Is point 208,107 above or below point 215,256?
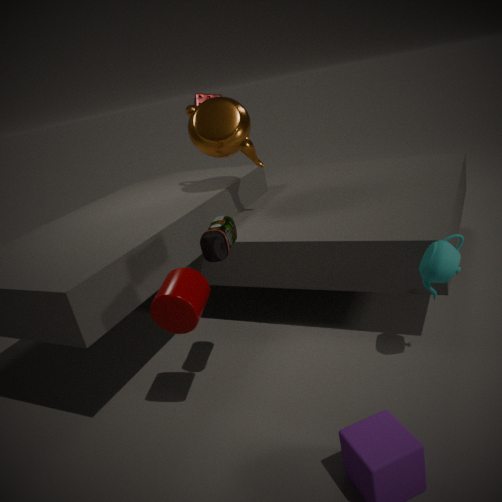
above
